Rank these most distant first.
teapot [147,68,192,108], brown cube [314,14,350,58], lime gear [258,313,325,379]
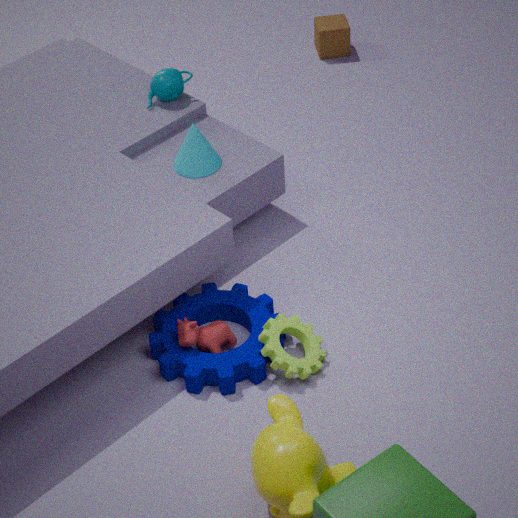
1. brown cube [314,14,350,58]
2. teapot [147,68,192,108]
3. lime gear [258,313,325,379]
